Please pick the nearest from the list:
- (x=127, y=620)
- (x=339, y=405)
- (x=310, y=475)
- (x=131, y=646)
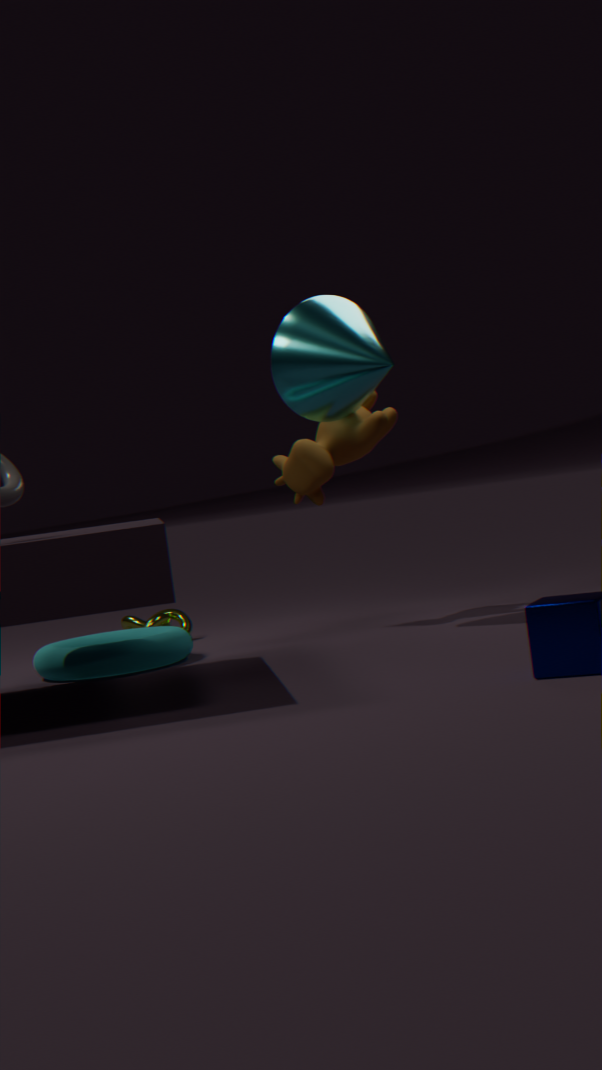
(x=131, y=646)
